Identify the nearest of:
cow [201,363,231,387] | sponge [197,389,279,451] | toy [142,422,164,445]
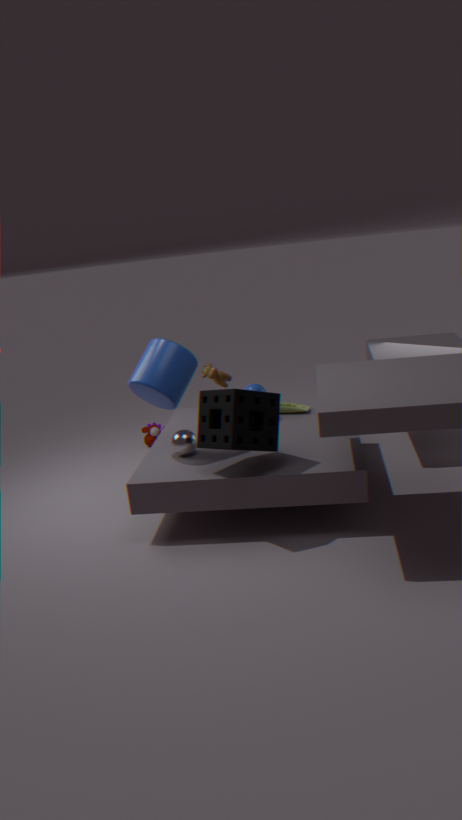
sponge [197,389,279,451]
